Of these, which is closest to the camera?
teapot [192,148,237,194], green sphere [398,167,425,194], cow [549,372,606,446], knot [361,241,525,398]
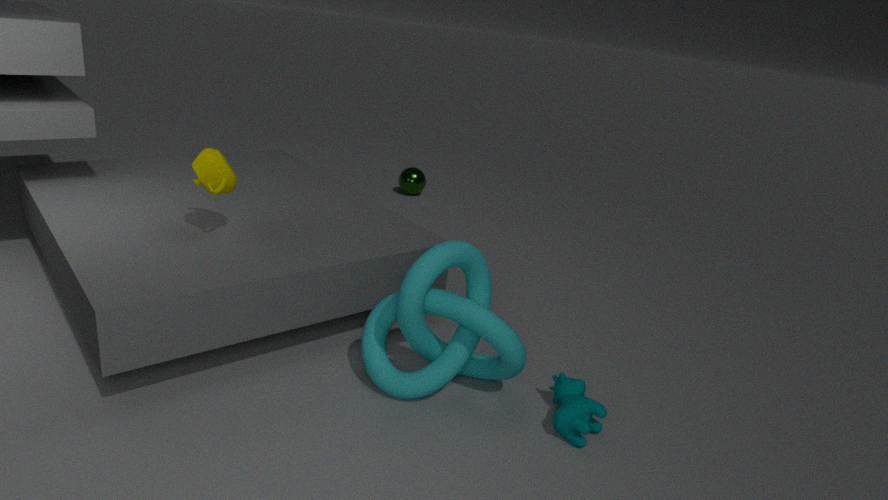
cow [549,372,606,446]
